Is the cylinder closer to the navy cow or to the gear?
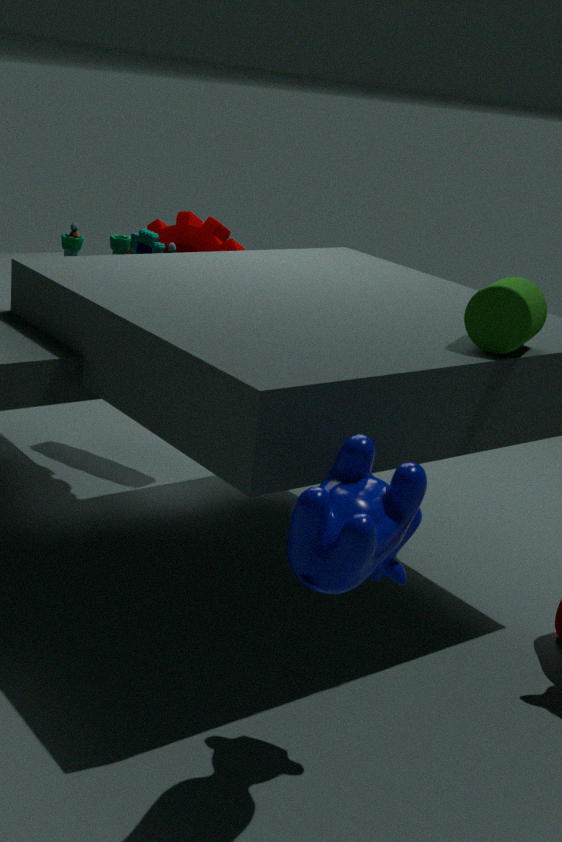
the navy cow
